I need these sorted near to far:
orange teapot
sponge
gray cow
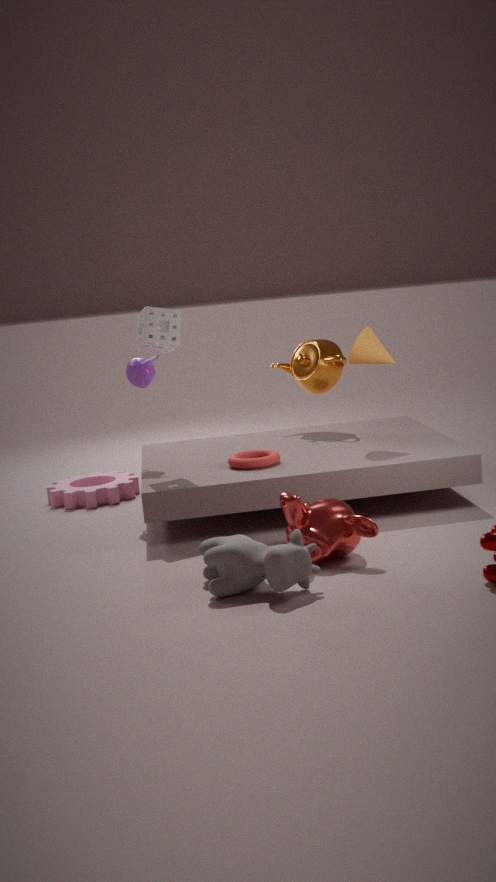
gray cow, sponge, orange teapot
